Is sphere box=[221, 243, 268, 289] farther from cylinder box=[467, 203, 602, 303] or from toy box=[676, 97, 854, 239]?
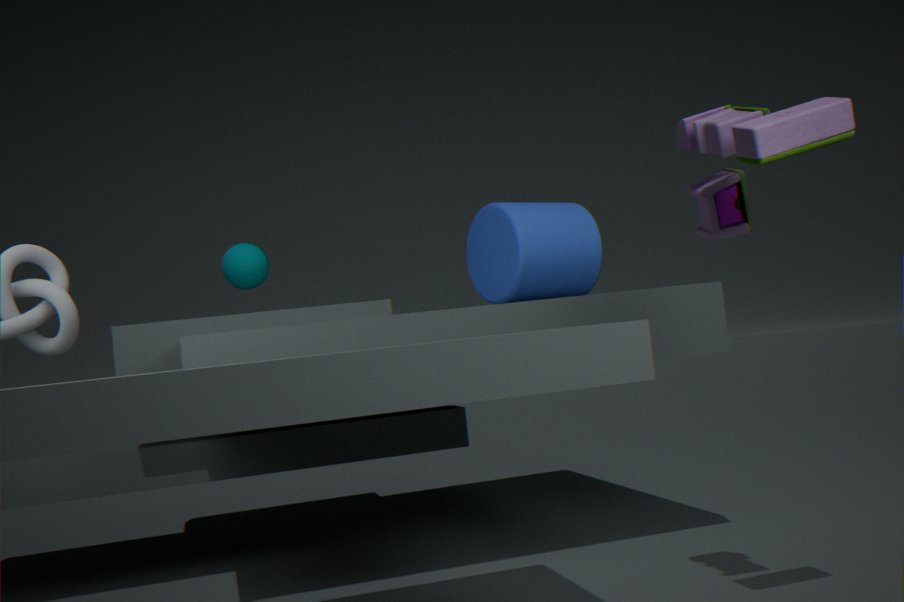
toy box=[676, 97, 854, 239]
